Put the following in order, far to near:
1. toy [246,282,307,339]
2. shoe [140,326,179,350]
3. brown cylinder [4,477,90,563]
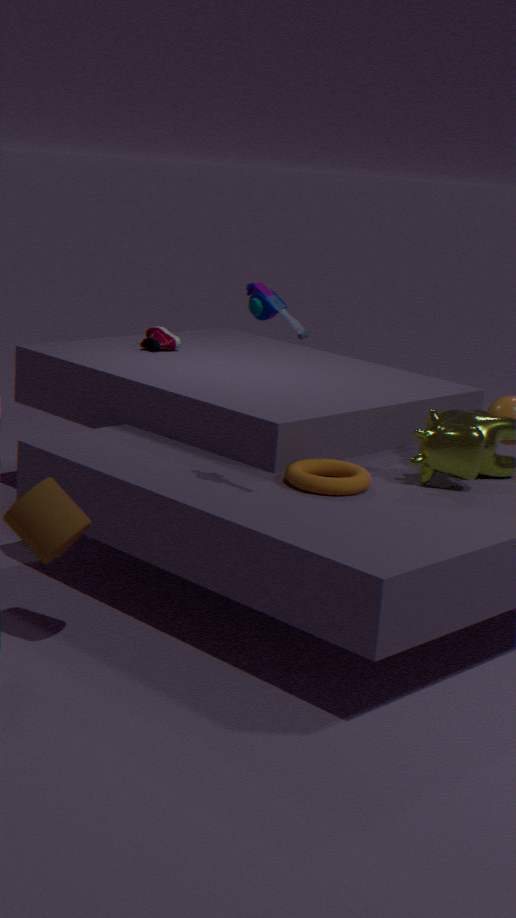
shoe [140,326,179,350]
toy [246,282,307,339]
brown cylinder [4,477,90,563]
